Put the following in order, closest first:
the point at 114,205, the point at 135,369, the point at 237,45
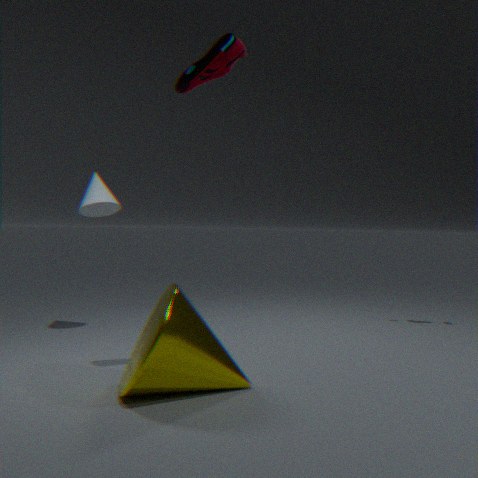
the point at 135,369 < the point at 237,45 < the point at 114,205
